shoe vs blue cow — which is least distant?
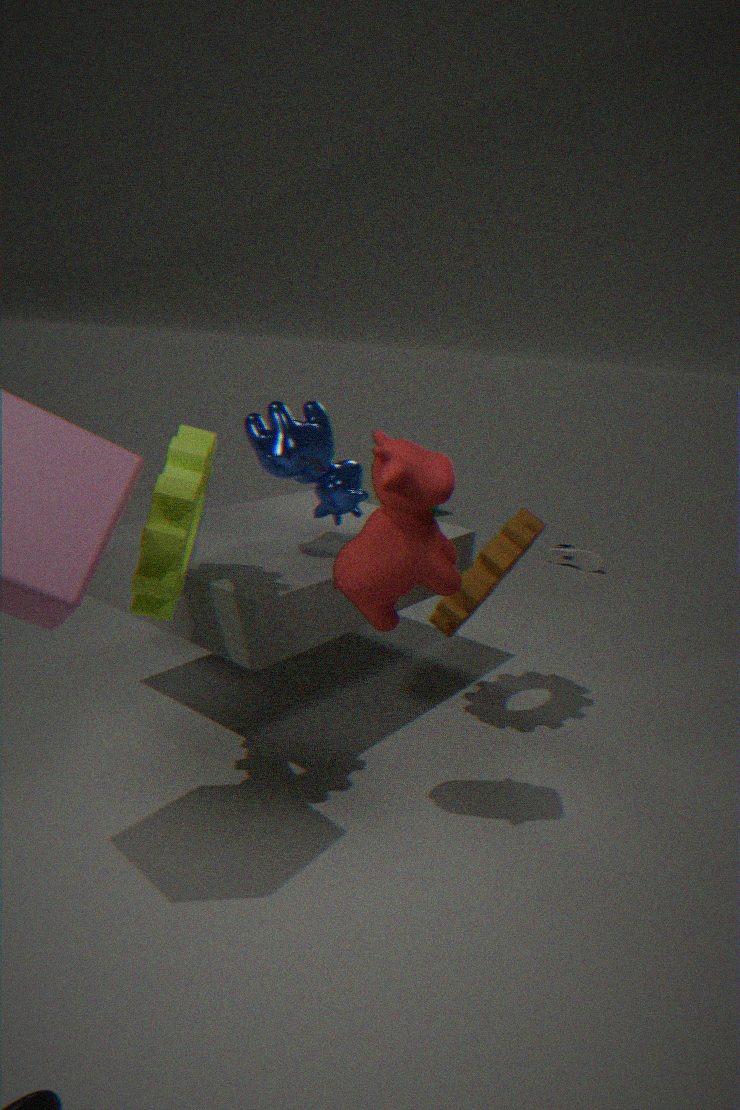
blue cow
